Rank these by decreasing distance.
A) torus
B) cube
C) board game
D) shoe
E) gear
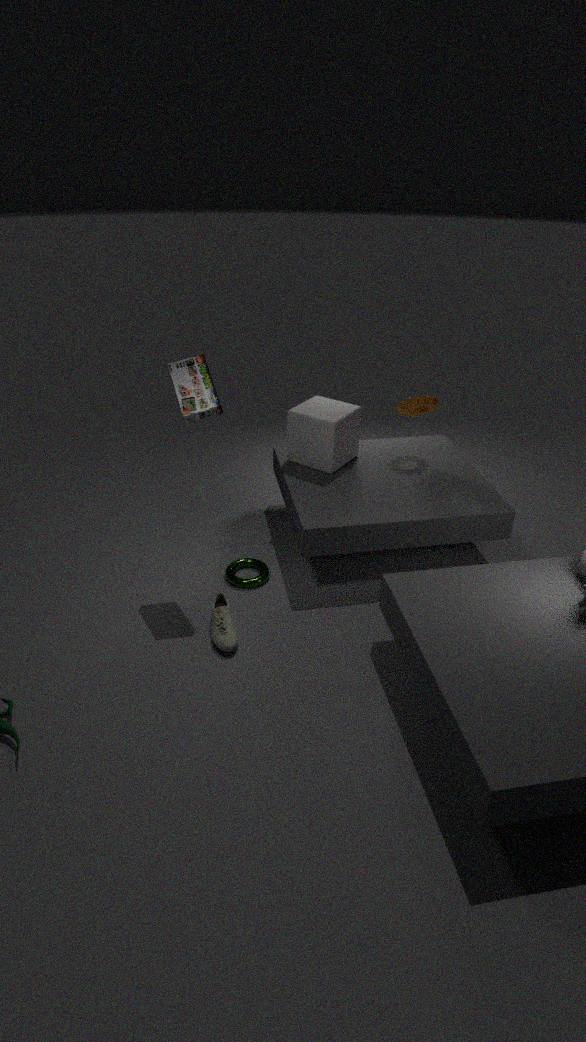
gear, cube, torus, board game, shoe
